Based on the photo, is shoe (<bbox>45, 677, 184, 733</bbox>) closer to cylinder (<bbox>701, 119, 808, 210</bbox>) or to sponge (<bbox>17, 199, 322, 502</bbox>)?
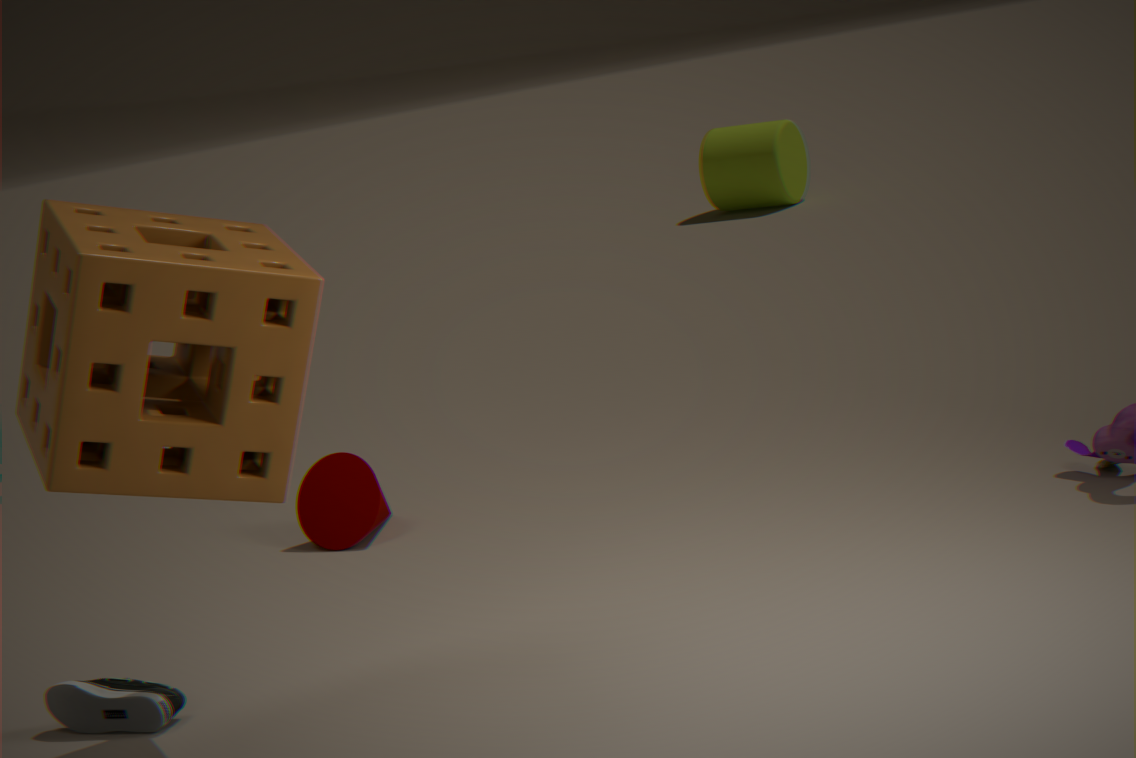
sponge (<bbox>17, 199, 322, 502</bbox>)
